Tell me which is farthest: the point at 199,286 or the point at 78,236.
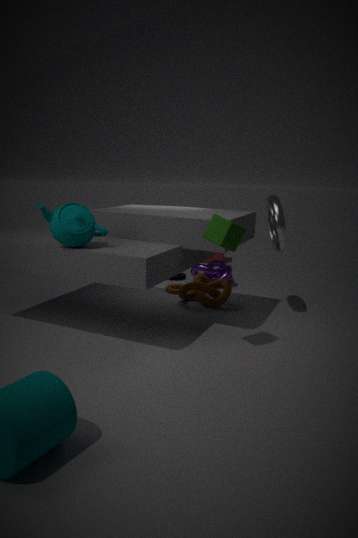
the point at 199,286
